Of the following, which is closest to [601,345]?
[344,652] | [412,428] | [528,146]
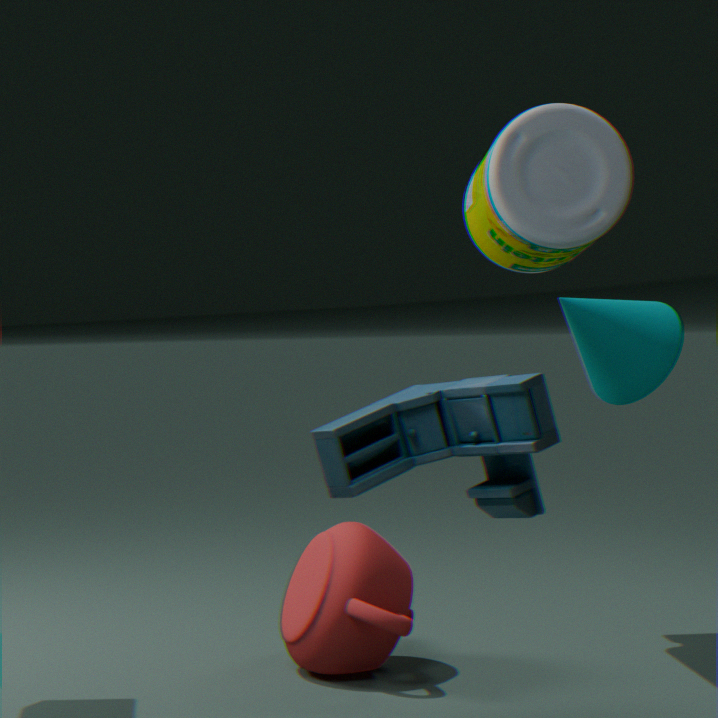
→ [412,428]
